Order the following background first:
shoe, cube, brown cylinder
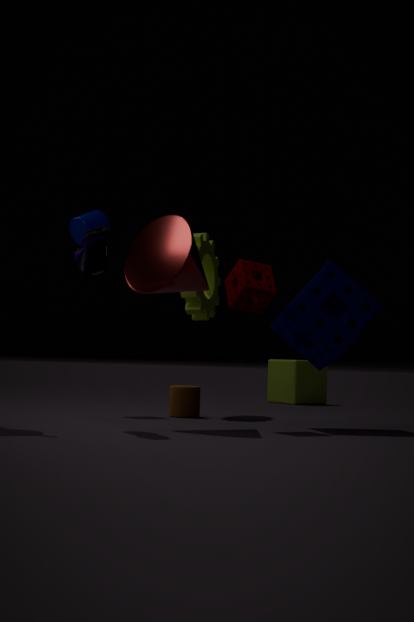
1. cube
2. brown cylinder
3. shoe
